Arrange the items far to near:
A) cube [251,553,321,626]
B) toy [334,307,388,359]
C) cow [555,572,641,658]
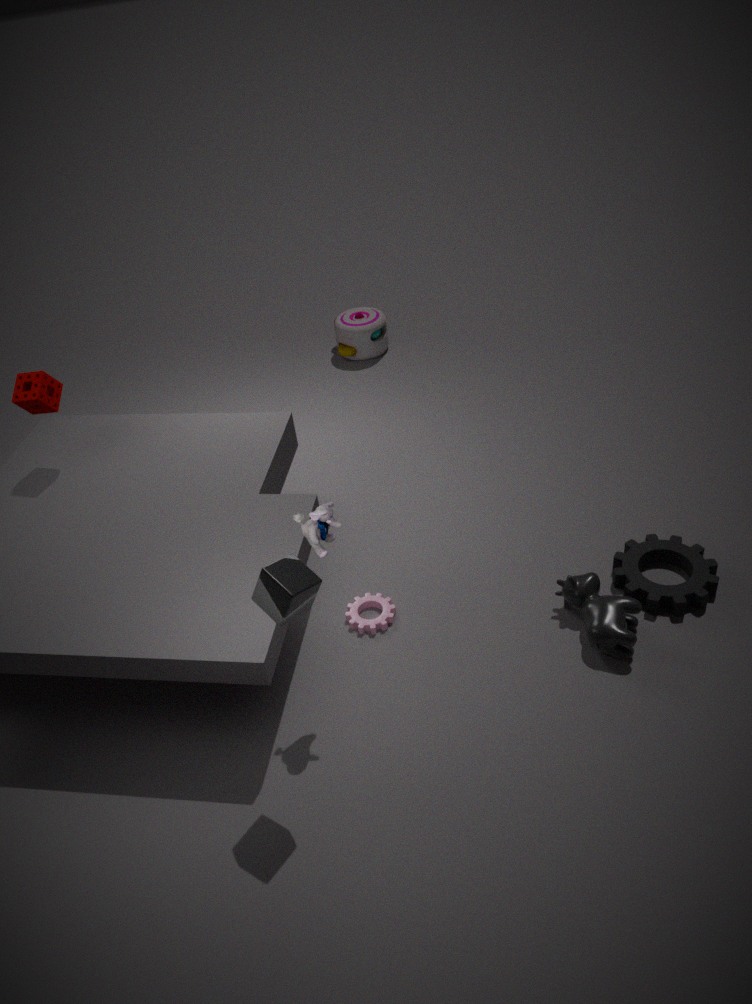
1. toy [334,307,388,359]
2. cow [555,572,641,658]
3. cube [251,553,321,626]
